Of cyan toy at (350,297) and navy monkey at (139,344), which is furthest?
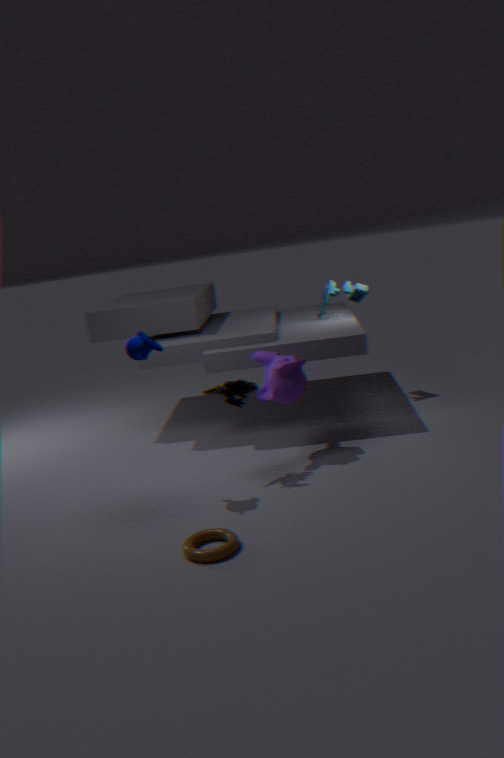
cyan toy at (350,297)
